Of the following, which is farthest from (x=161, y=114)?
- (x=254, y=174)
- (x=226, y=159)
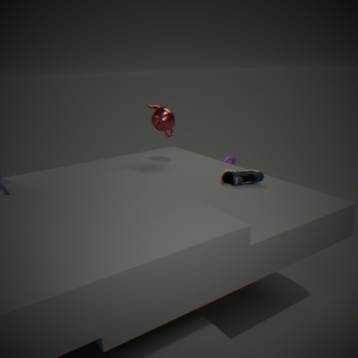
(x=226, y=159)
